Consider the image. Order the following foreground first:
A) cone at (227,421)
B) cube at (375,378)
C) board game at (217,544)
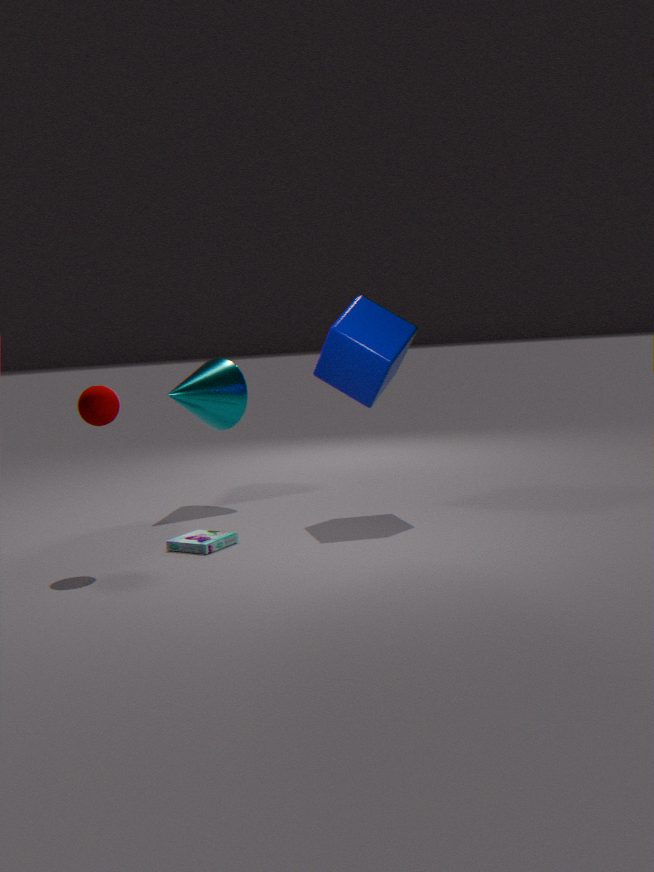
board game at (217,544) < cube at (375,378) < cone at (227,421)
